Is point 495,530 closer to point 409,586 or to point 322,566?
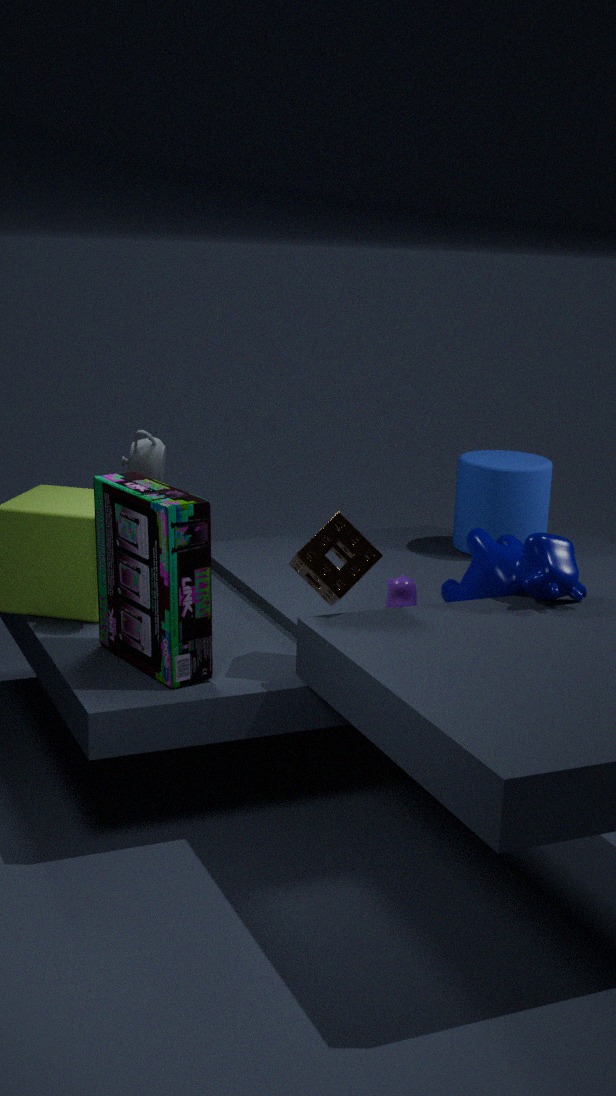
point 409,586
